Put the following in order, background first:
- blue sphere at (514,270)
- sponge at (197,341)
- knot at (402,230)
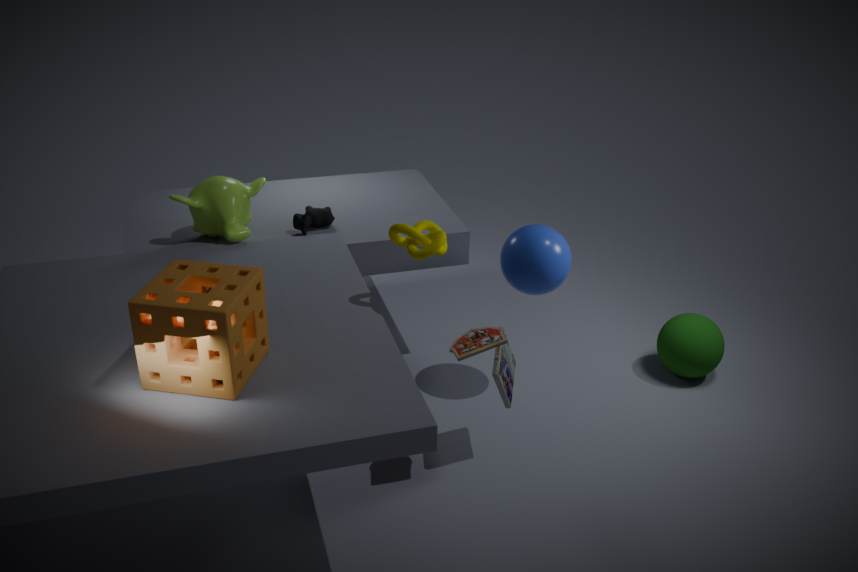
blue sphere at (514,270) → knot at (402,230) → sponge at (197,341)
